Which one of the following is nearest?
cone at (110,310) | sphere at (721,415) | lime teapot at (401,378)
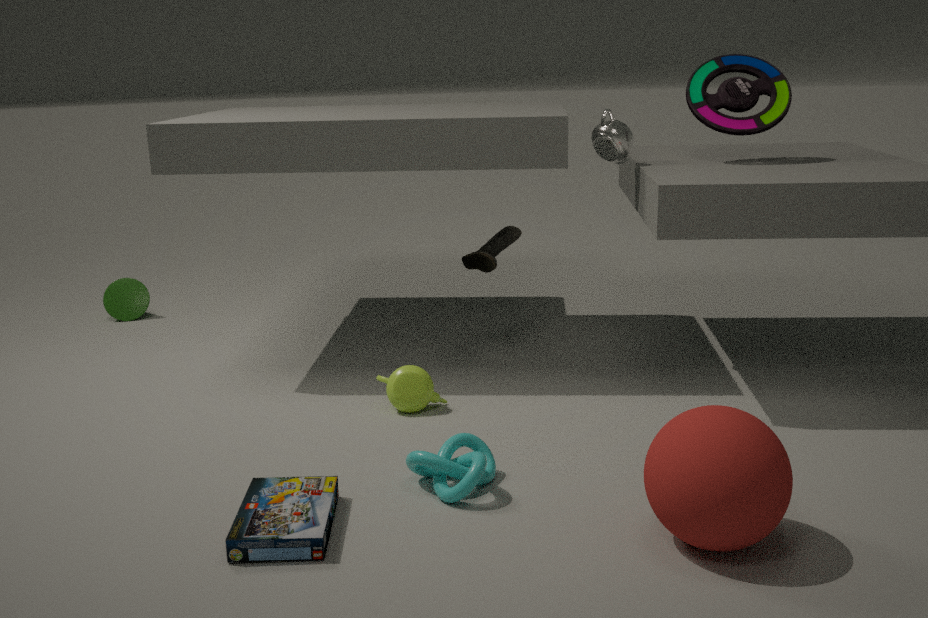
sphere at (721,415)
